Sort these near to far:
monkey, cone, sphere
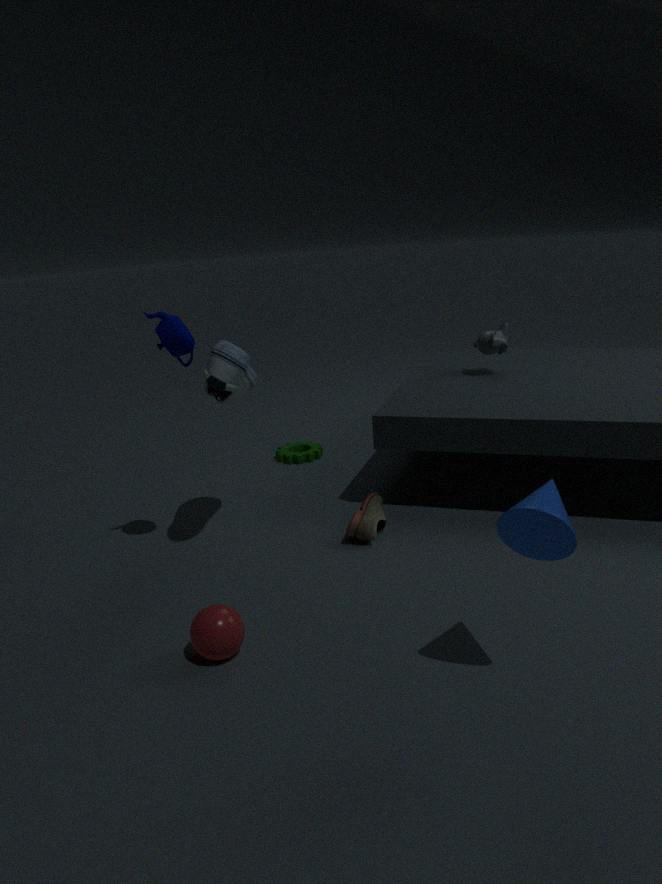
1. cone
2. sphere
3. monkey
